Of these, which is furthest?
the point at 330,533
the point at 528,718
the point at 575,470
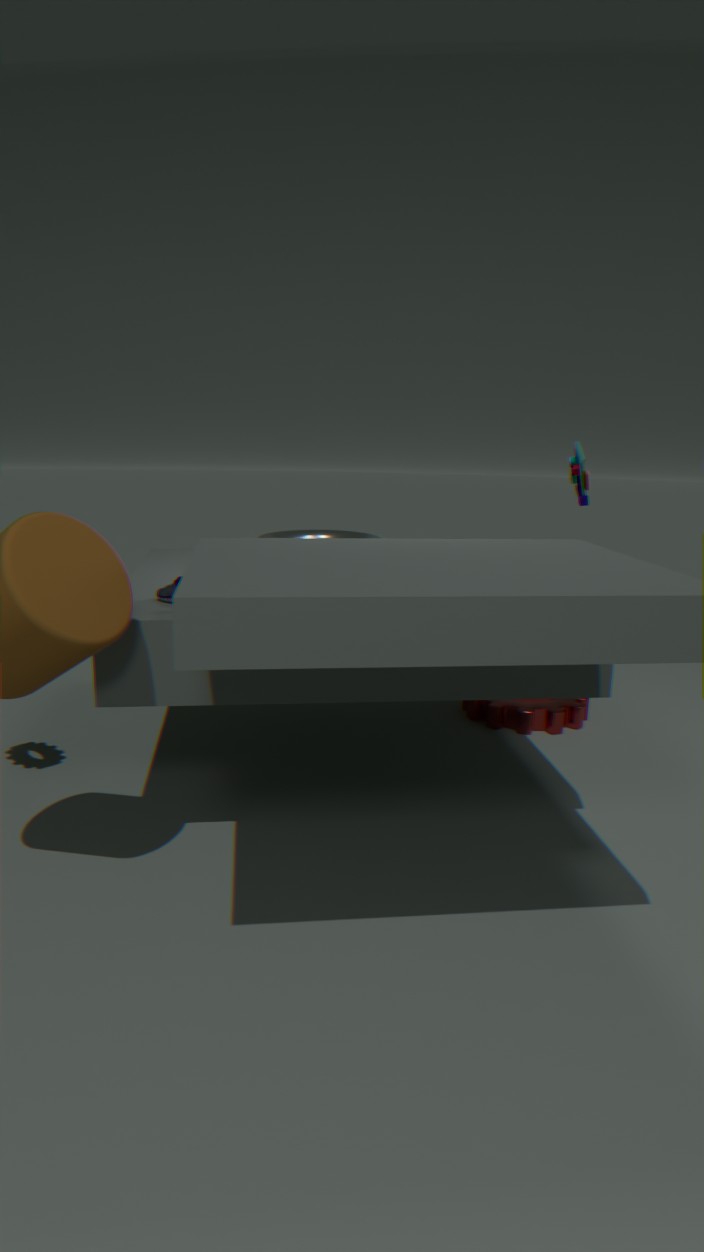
the point at 528,718
